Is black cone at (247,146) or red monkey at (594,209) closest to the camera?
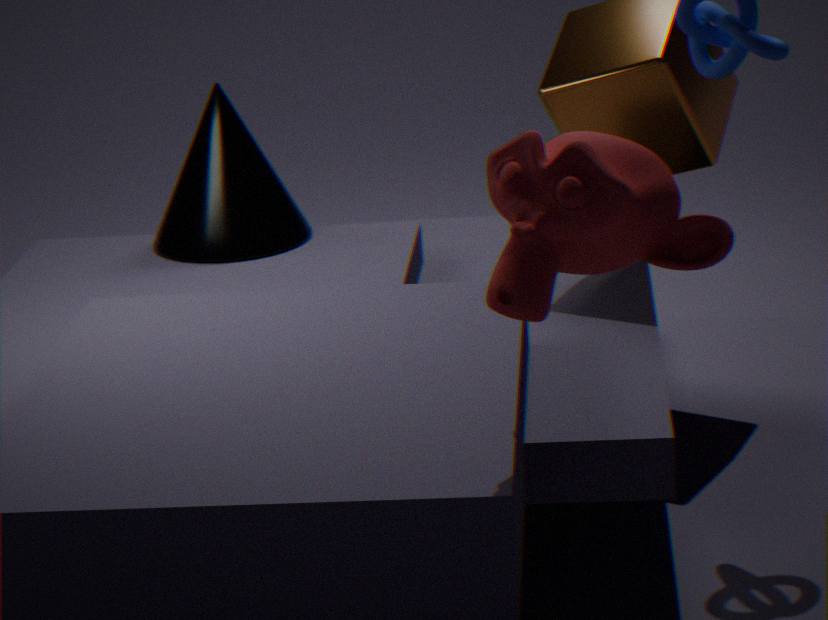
red monkey at (594,209)
